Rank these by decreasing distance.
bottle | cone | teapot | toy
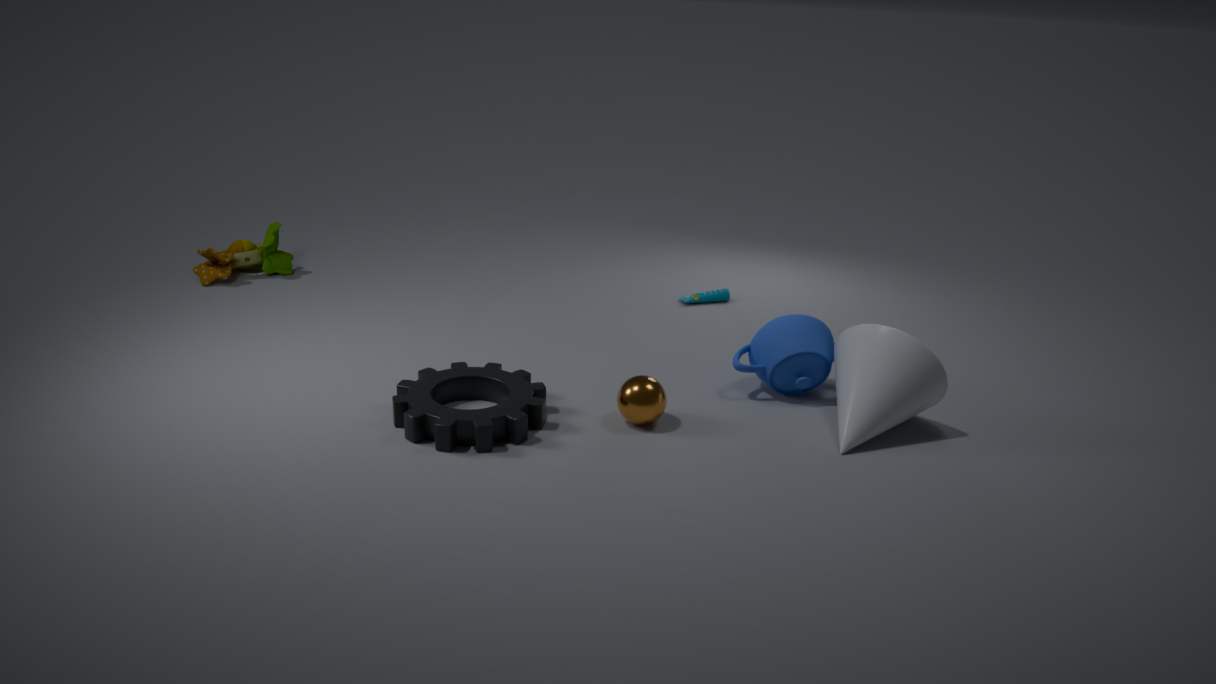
bottle < toy < teapot < cone
